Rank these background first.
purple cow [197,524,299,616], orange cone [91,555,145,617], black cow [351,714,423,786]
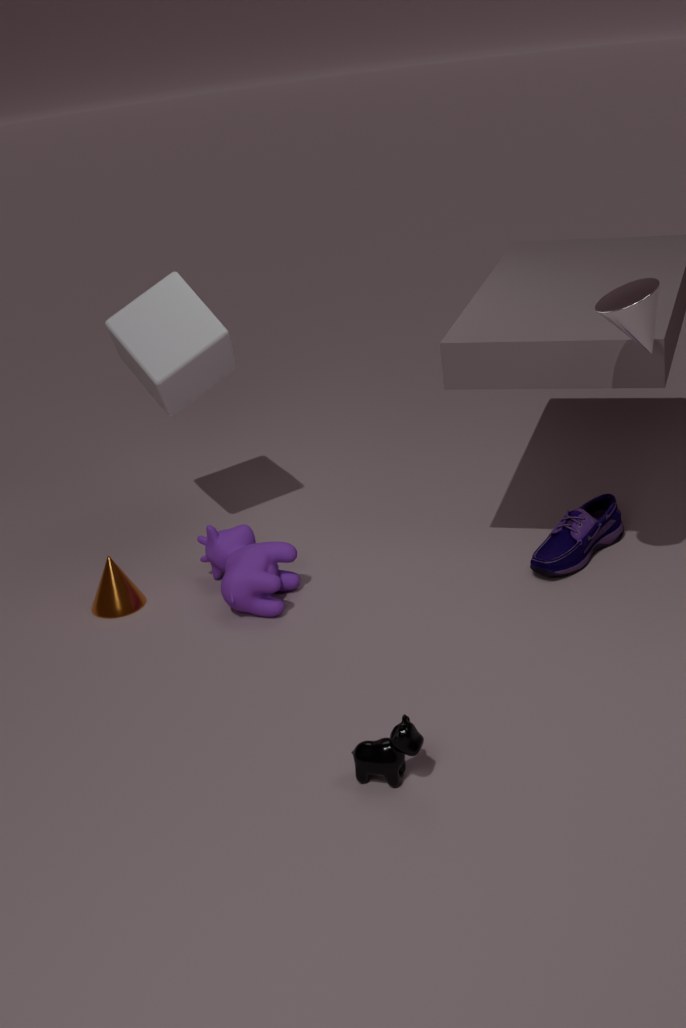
orange cone [91,555,145,617], purple cow [197,524,299,616], black cow [351,714,423,786]
